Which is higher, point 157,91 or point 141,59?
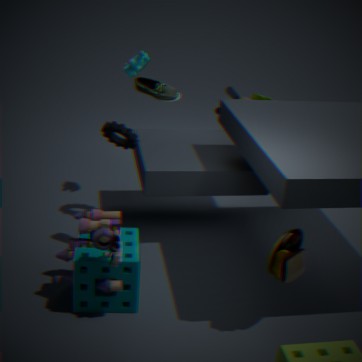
point 157,91
